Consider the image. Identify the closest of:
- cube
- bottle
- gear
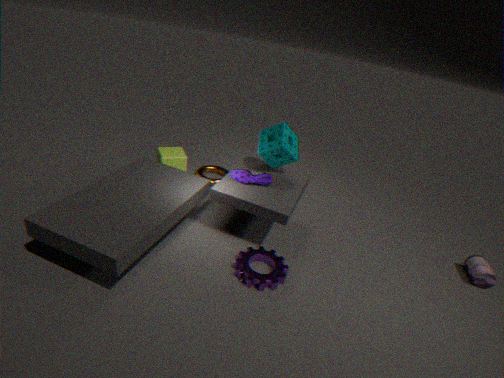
gear
